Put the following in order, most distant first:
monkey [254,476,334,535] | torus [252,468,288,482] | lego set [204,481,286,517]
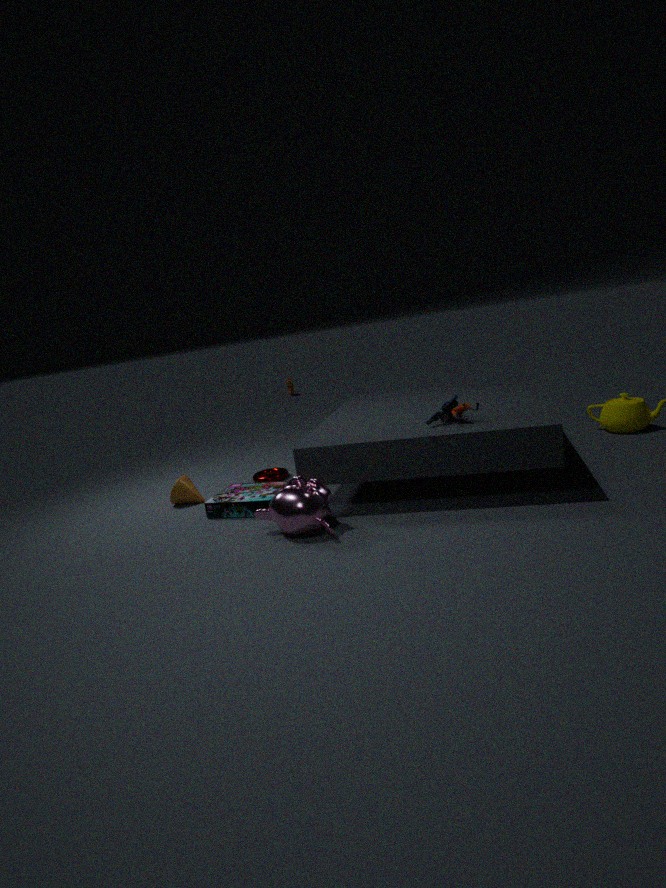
torus [252,468,288,482] < lego set [204,481,286,517] < monkey [254,476,334,535]
